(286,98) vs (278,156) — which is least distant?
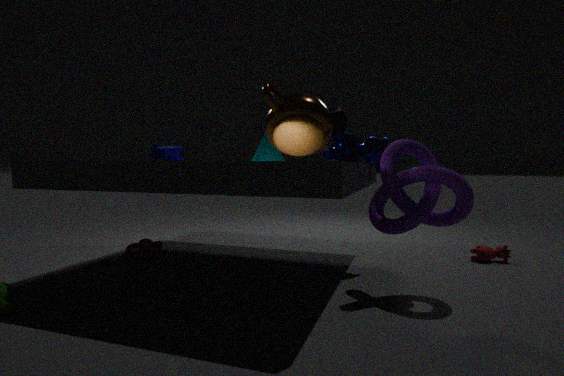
(286,98)
